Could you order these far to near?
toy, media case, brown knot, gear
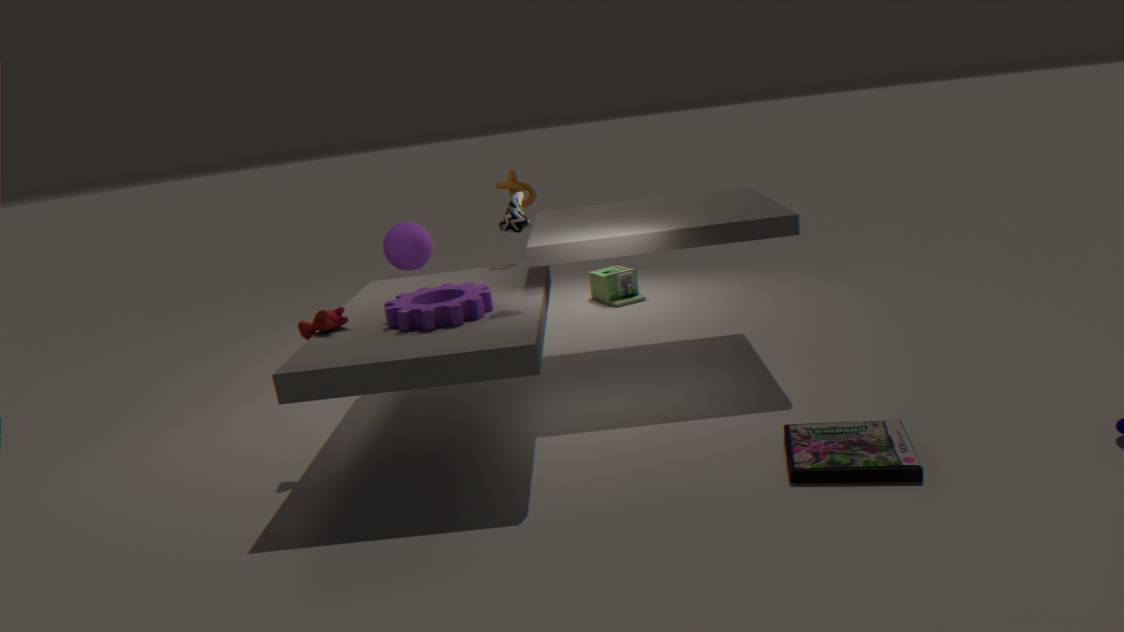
1. toy
2. brown knot
3. gear
4. media case
